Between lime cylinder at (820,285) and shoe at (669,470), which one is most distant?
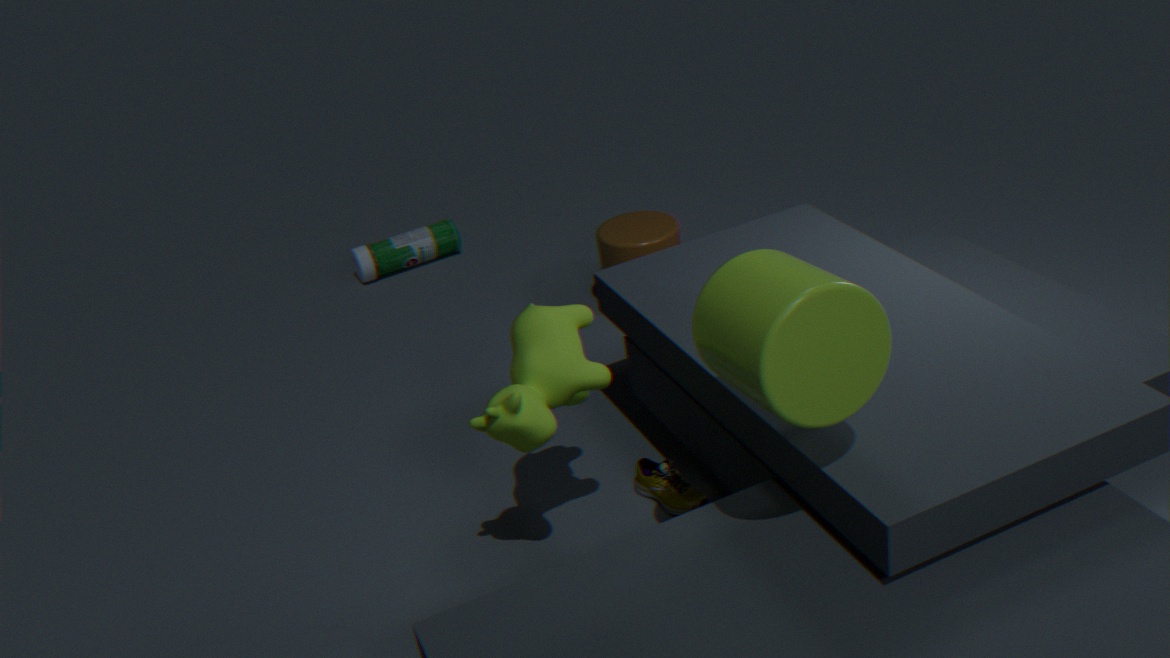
shoe at (669,470)
